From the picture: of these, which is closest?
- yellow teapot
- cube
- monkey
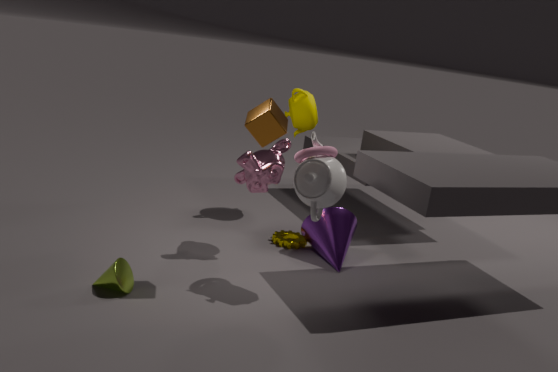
cube
